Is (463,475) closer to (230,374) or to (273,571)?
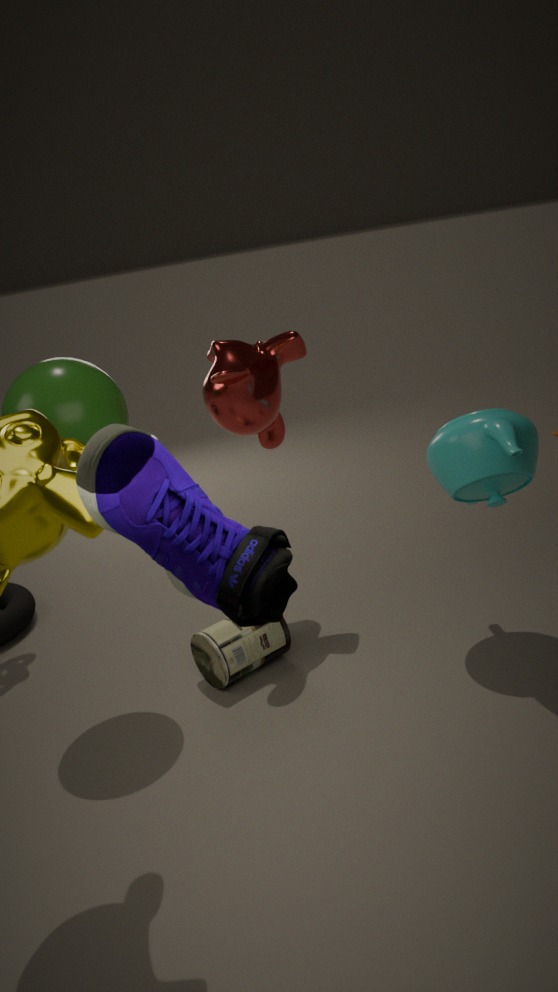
(230,374)
